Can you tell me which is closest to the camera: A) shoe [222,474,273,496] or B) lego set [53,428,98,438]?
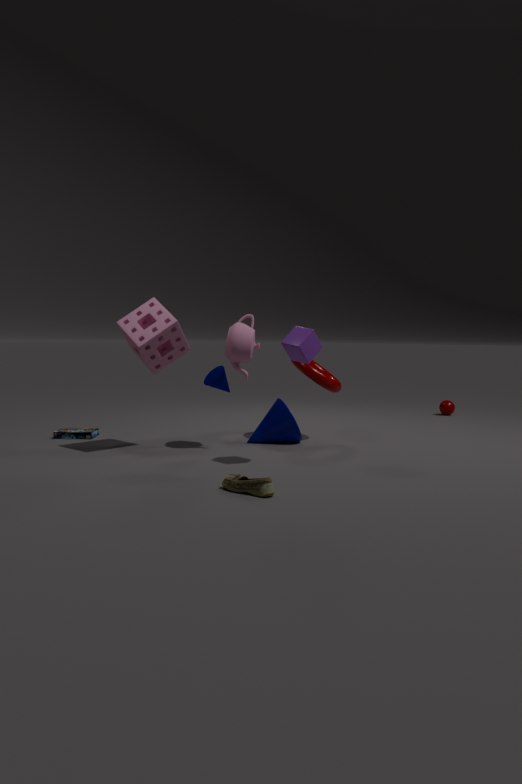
A. shoe [222,474,273,496]
